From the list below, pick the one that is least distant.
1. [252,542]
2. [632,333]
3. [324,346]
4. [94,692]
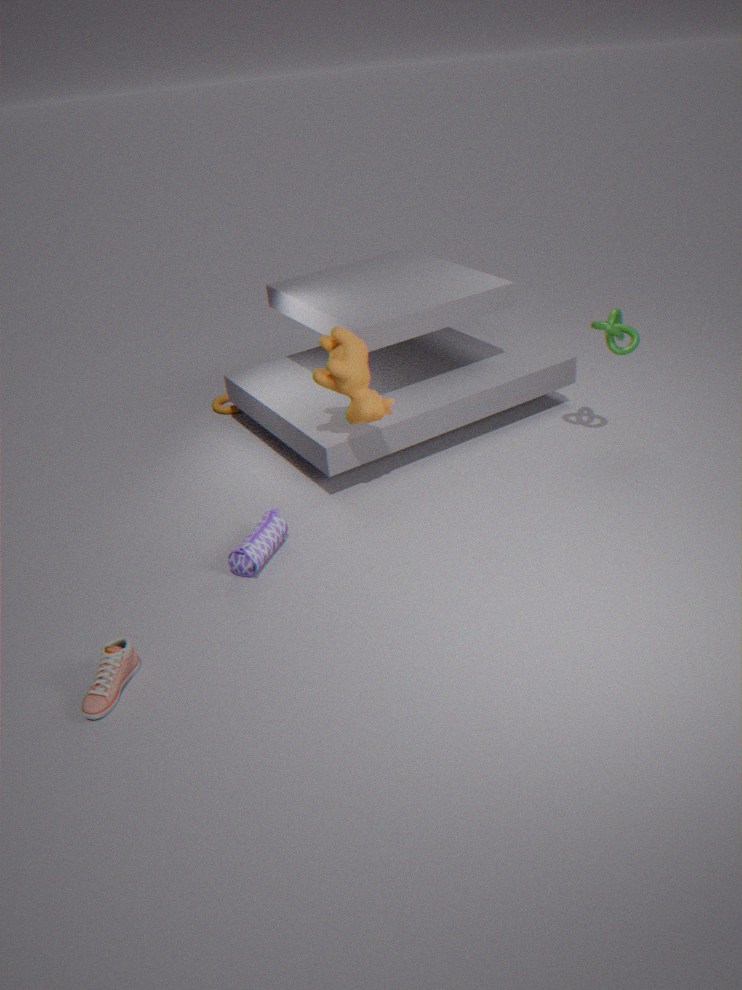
[94,692]
